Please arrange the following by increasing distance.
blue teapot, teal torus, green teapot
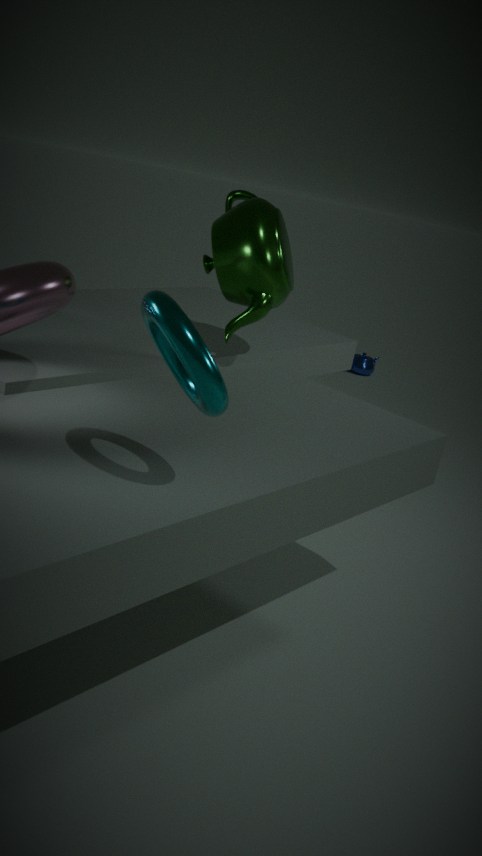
teal torus → green teapot → blue teapot
